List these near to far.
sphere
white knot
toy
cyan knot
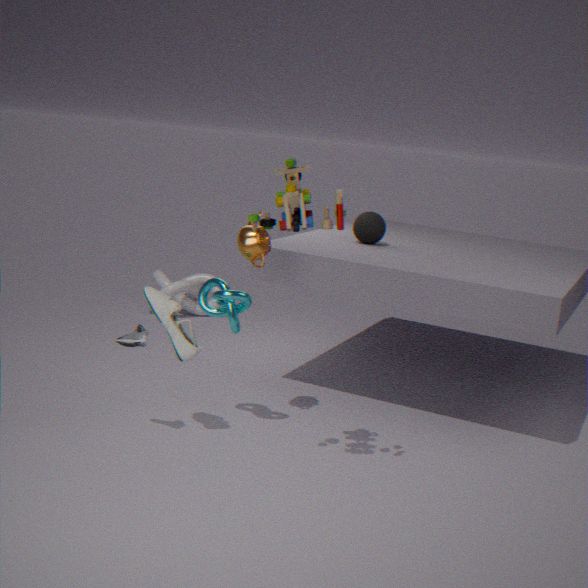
toy → cyan knot → sphere → white knot
